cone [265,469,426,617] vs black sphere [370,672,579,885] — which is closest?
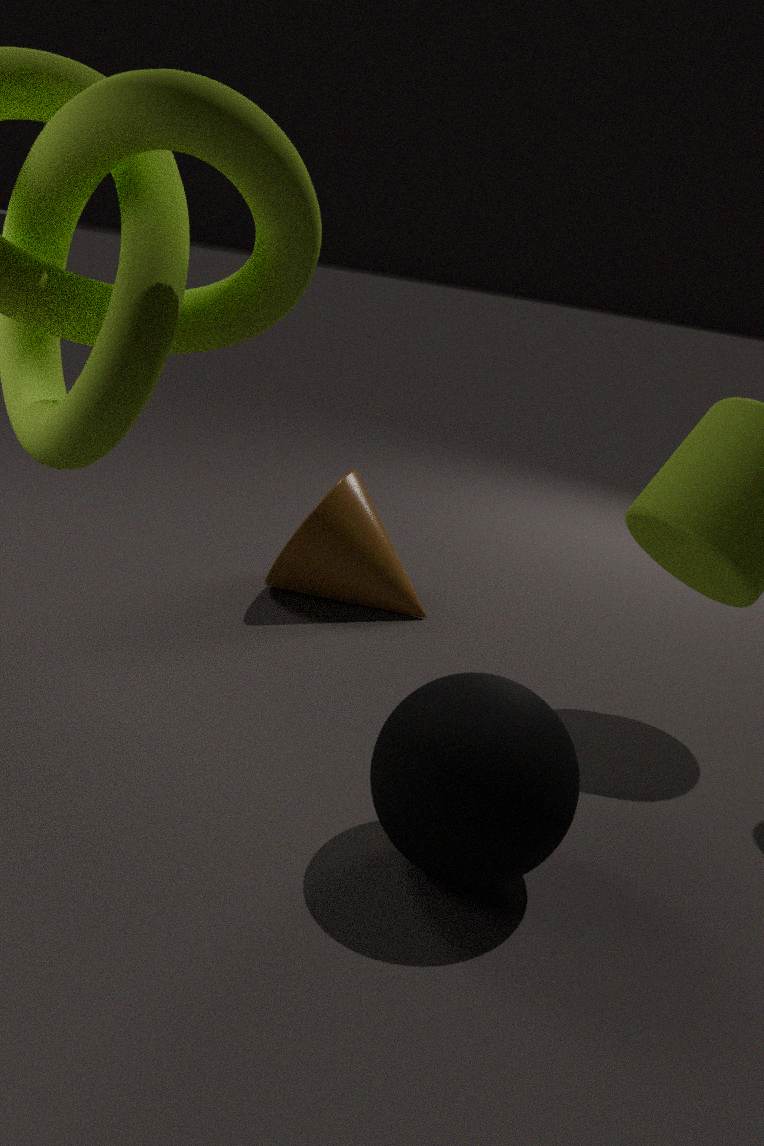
black sphere [370,672,579,885]
